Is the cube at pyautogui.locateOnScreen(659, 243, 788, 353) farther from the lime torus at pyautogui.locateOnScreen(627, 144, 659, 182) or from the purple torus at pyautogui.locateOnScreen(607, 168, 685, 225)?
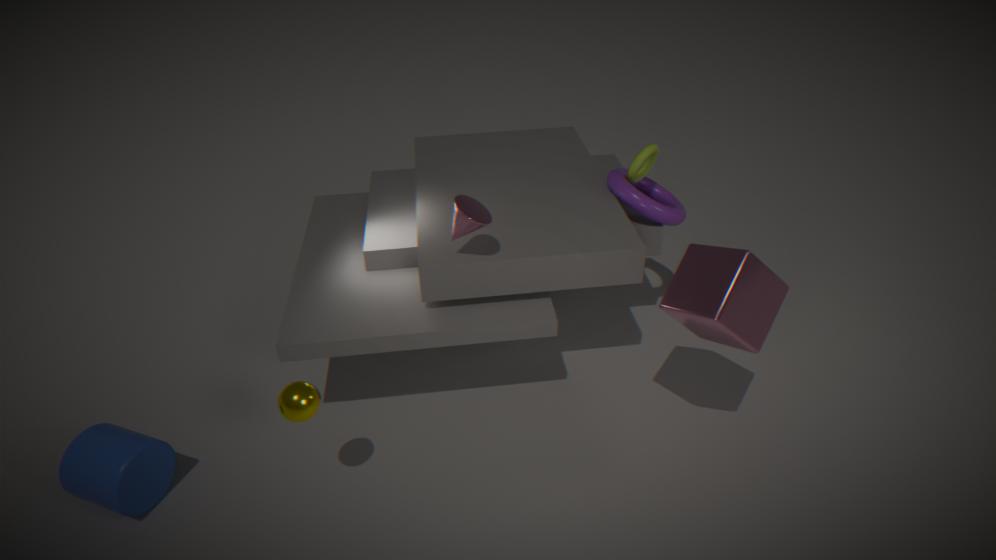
the lime torus at pyautogui.locateOnScreen(627, 144, 659, 182)
